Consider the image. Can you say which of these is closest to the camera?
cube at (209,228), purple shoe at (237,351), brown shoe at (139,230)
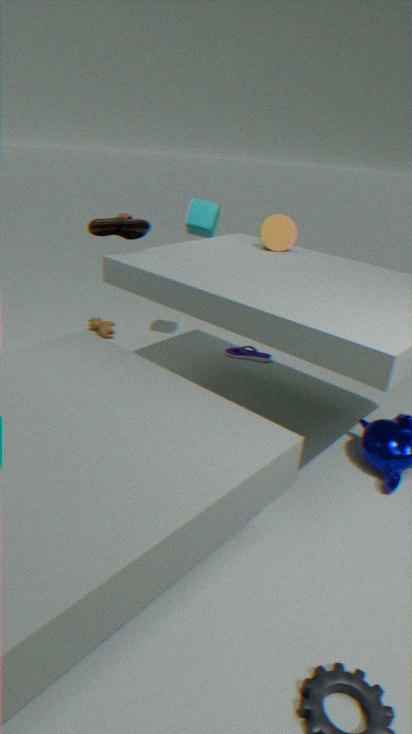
brown shoe at (139,230)
